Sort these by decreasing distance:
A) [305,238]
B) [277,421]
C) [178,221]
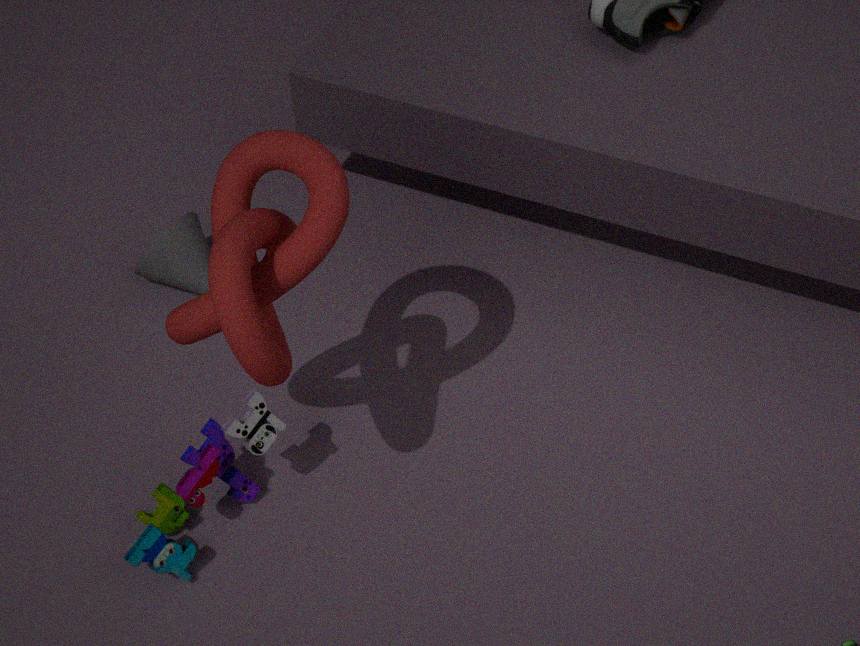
[178,221]
[277,421]
[305,238]
